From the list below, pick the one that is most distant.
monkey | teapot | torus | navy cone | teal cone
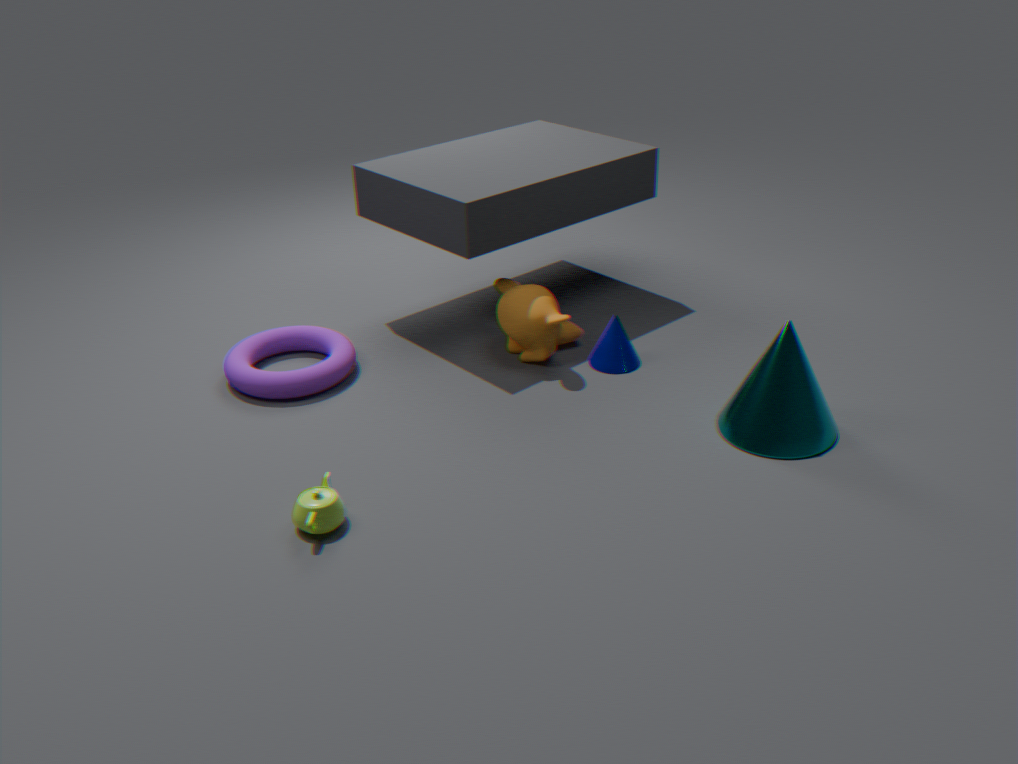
navy cone
